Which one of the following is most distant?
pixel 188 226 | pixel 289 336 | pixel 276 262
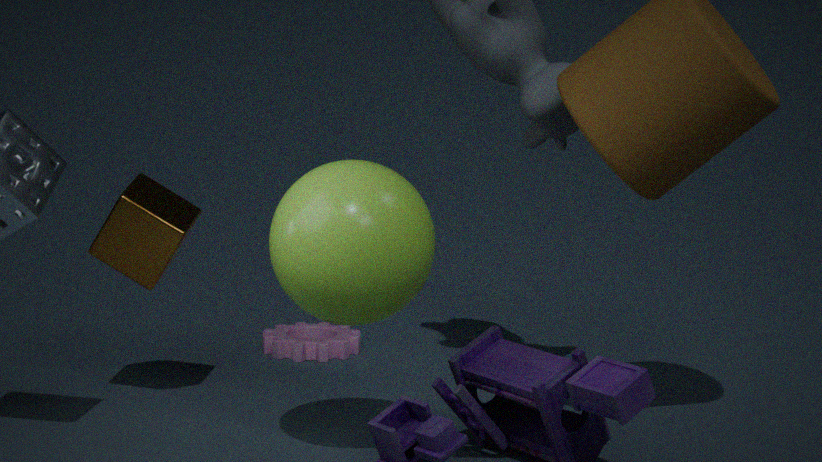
pixel 289 336
